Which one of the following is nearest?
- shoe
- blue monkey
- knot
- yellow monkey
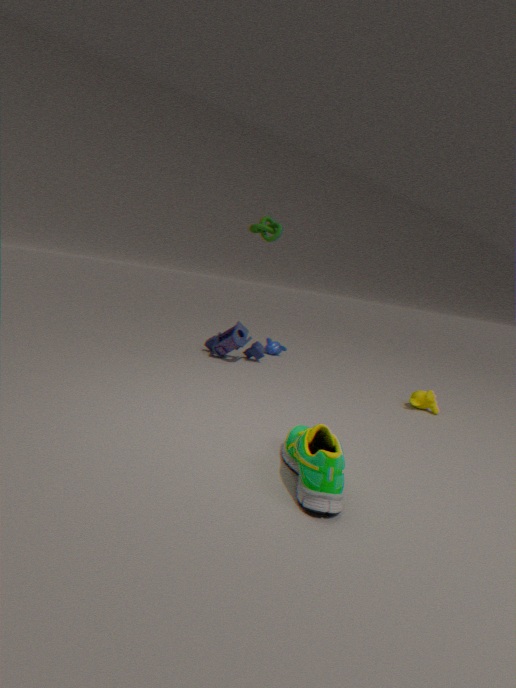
shoe
